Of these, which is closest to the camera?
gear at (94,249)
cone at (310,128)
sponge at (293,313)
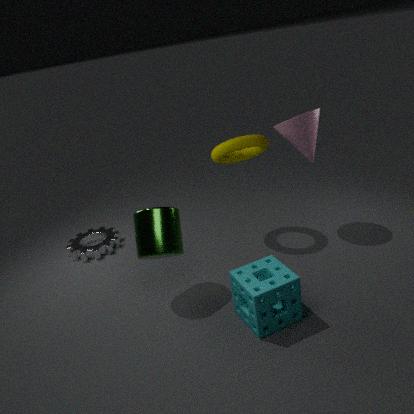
sponge at (293,313)
